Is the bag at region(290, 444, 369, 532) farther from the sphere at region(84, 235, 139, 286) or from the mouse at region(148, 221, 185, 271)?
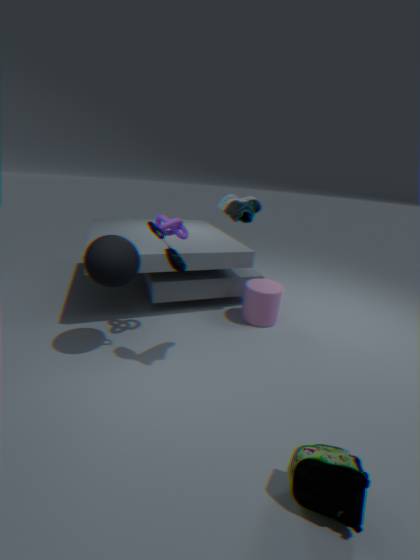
the sphere at region(84, 235, 139, 286)
